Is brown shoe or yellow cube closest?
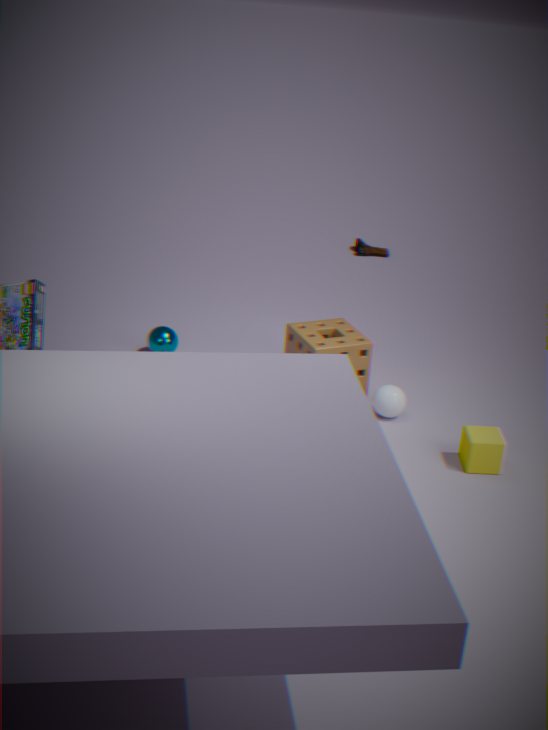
yellow cube
